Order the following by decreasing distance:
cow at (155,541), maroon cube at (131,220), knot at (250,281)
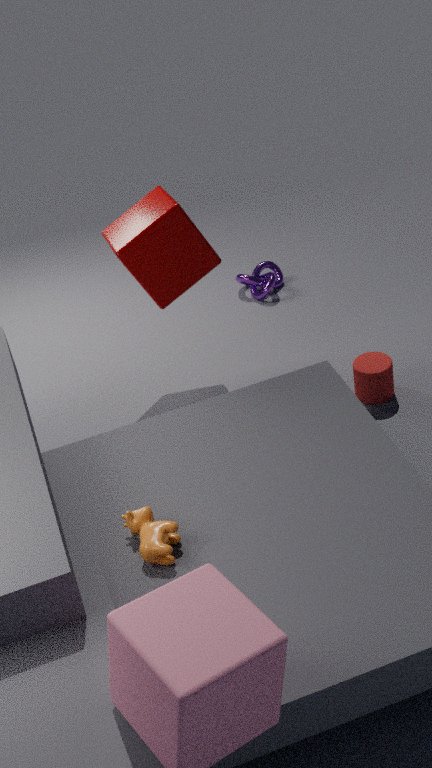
knot at (250,281)
maroon cube at (131,220)
cow at (155,541)
